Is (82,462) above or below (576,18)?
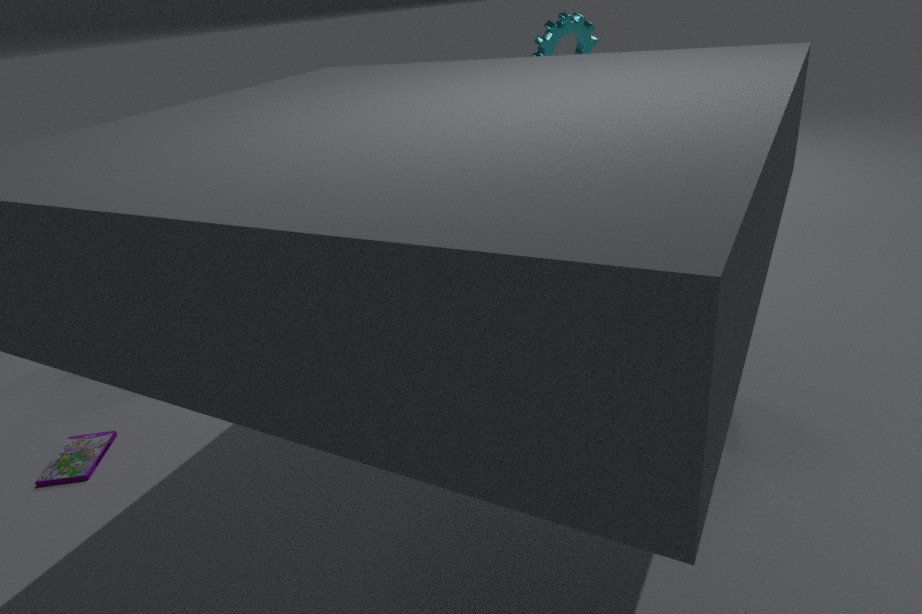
below
